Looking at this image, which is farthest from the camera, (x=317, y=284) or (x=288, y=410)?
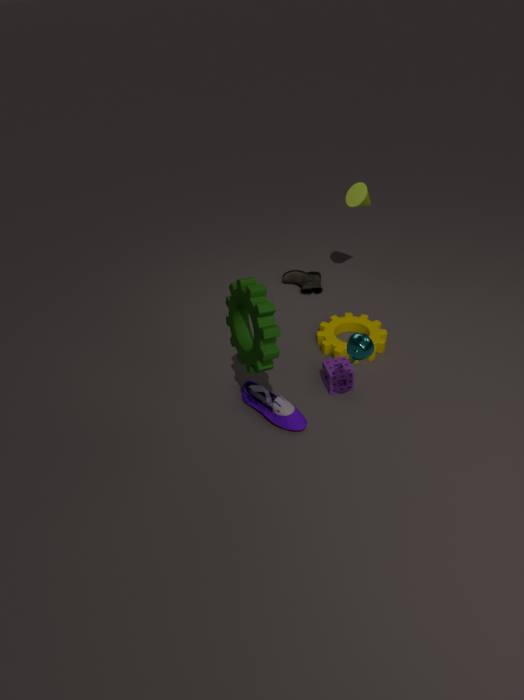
(x=317, y=284)
